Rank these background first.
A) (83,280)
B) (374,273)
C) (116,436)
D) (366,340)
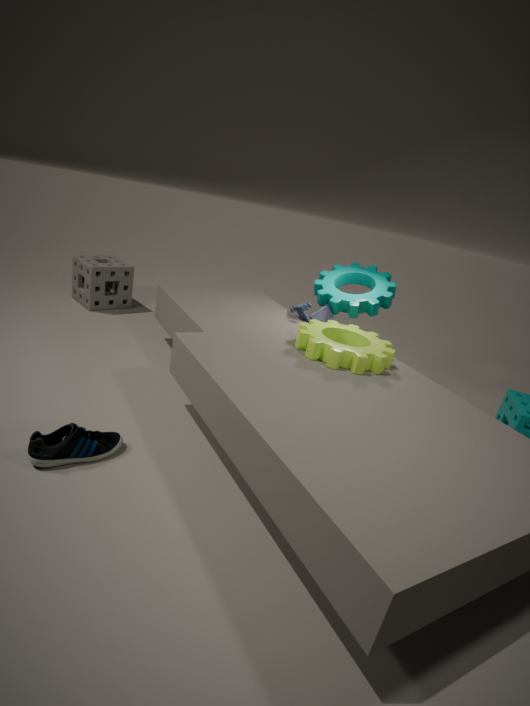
(83,280)
(374,273)
(366,340)
(116,436)
